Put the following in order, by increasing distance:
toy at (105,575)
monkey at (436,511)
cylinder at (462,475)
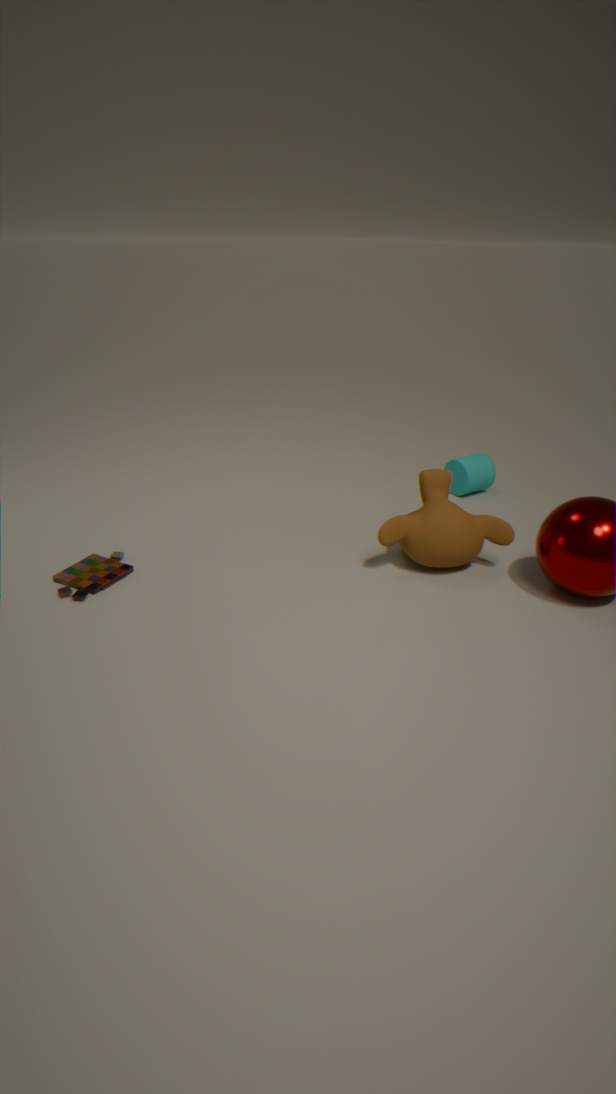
toy at (105,575), monkey at (436,511), cylinder at (462,475)
